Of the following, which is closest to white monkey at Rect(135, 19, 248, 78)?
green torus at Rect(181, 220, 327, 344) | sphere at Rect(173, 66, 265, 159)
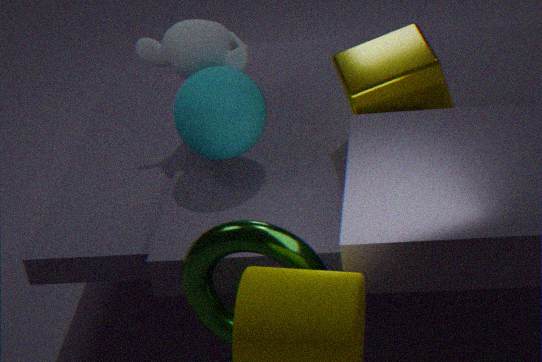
sphere at Rect(173, 66, 265, 159)
